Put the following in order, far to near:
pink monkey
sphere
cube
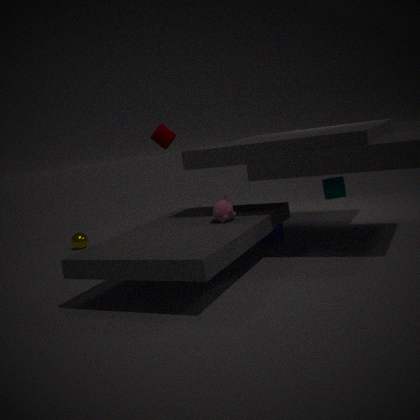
sphere < cube < pink monkey
